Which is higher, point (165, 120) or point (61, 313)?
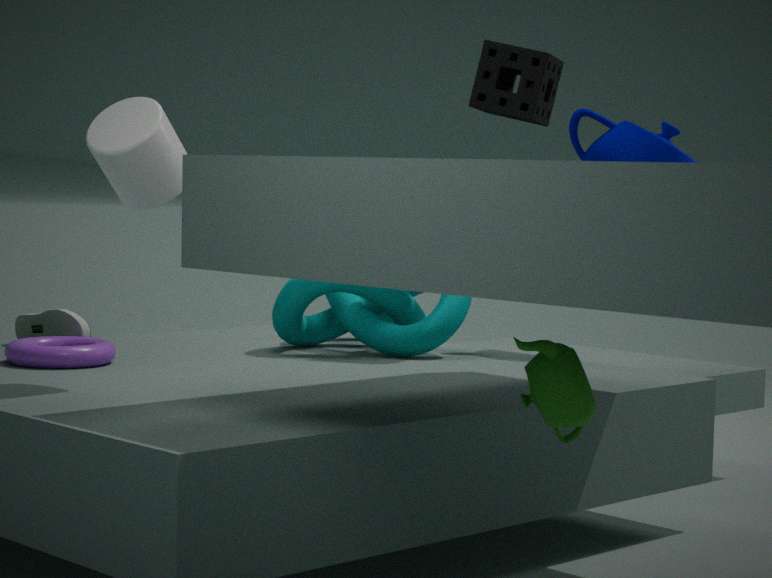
point (165, 120)
